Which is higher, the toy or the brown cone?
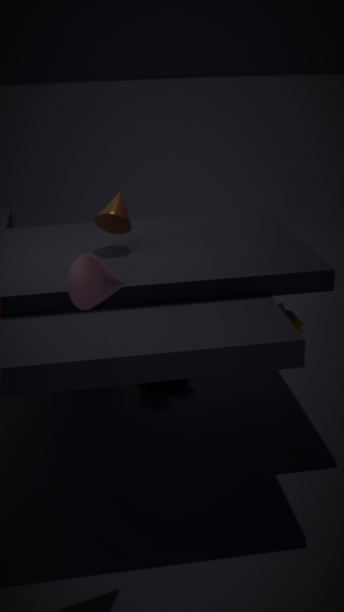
the brown cone
